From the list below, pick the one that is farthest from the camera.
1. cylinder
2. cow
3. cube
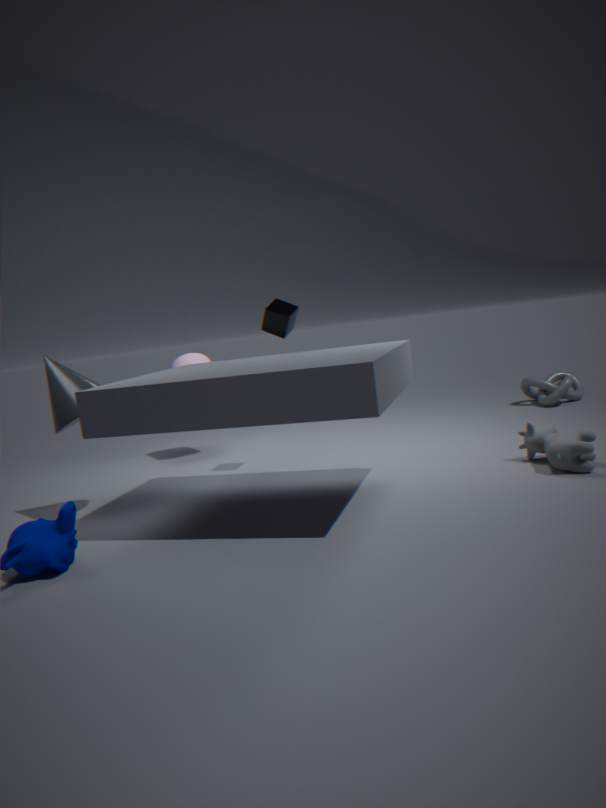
cylinder
